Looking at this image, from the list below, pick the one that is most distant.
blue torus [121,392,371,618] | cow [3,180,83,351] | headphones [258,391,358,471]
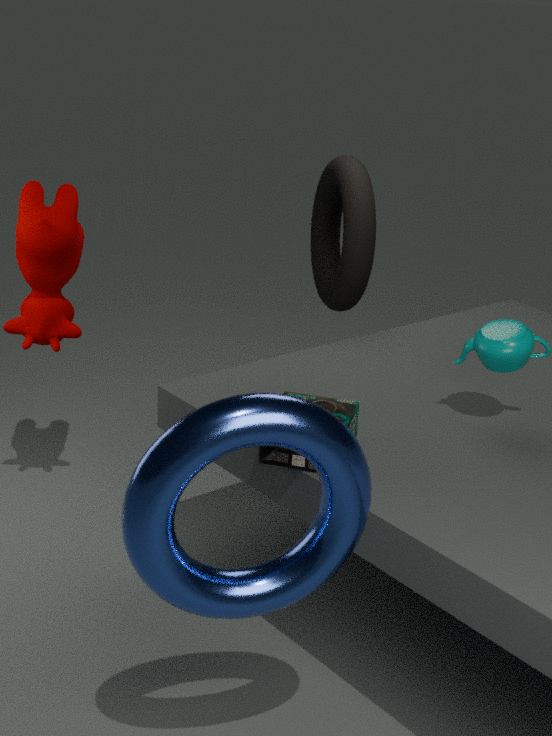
cow [3,180,83,351]
